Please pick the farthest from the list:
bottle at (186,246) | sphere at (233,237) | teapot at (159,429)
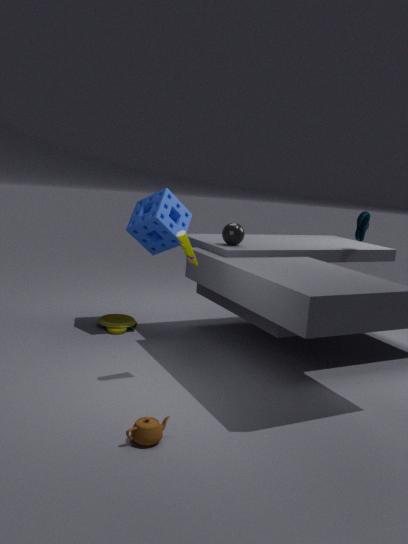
sphere at (233,237)
